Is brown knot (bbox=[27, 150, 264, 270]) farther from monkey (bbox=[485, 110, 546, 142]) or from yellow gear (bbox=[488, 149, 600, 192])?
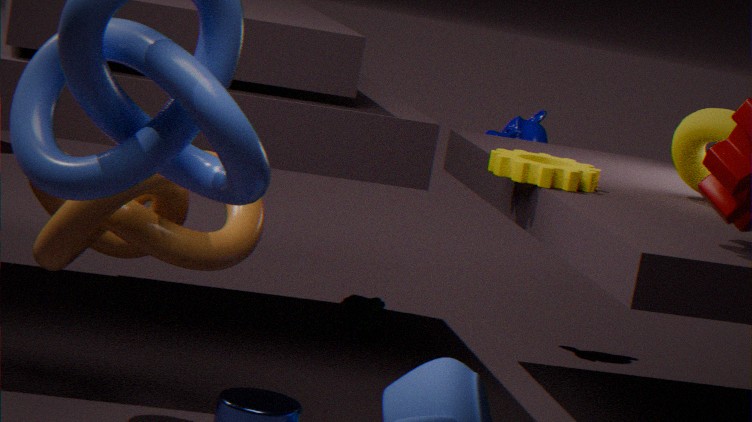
monkey (bbox=[485, 110, 546, 142])
